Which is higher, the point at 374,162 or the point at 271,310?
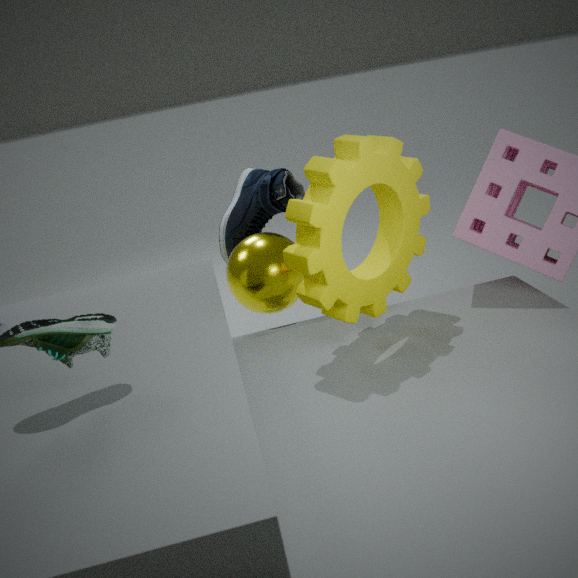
the point at 374,162
